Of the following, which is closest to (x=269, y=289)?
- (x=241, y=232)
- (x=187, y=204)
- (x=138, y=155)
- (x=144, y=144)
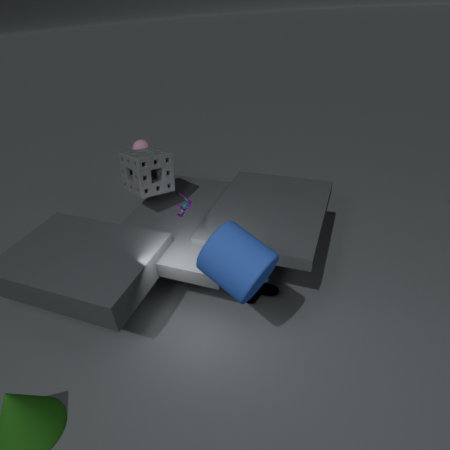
(x=187, y=204)
